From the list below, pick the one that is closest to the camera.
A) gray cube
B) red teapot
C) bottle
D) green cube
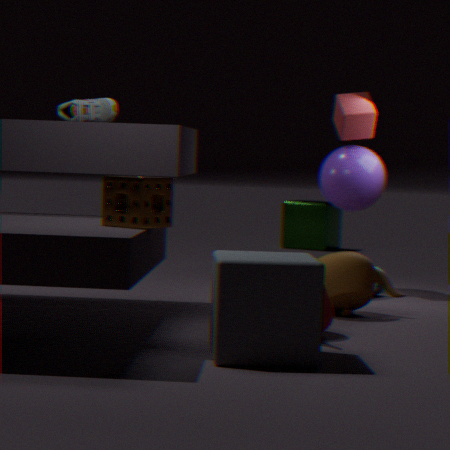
gray cube
